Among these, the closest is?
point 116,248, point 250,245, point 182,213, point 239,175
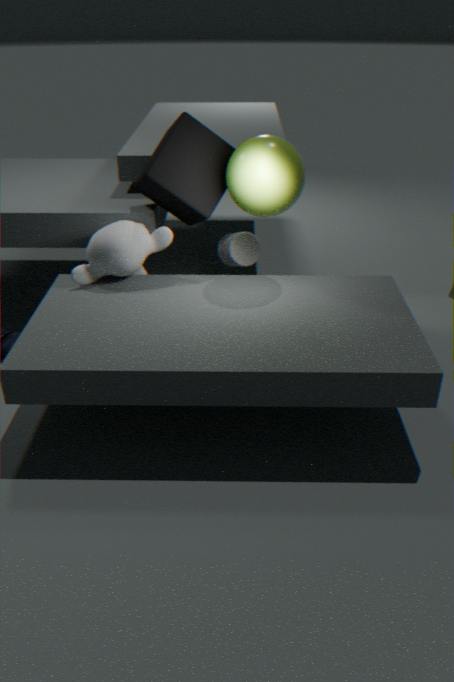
point 239,175
